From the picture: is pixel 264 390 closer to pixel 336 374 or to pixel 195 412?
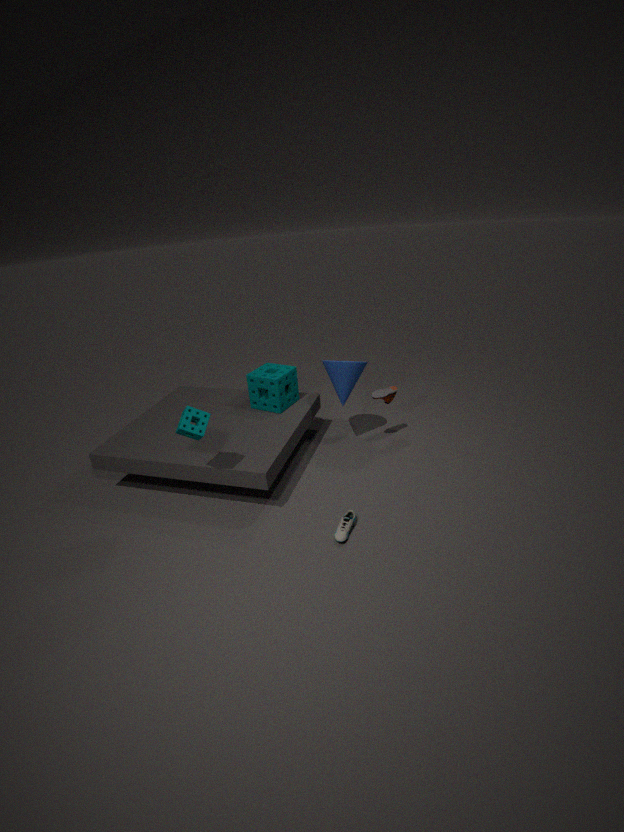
pixel 336 374
